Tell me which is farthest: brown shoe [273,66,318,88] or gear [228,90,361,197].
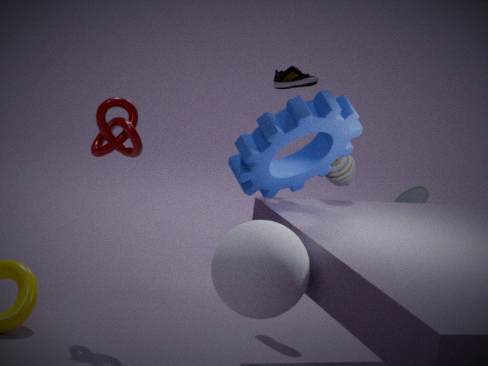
brown shoe [273,66,318,88]
